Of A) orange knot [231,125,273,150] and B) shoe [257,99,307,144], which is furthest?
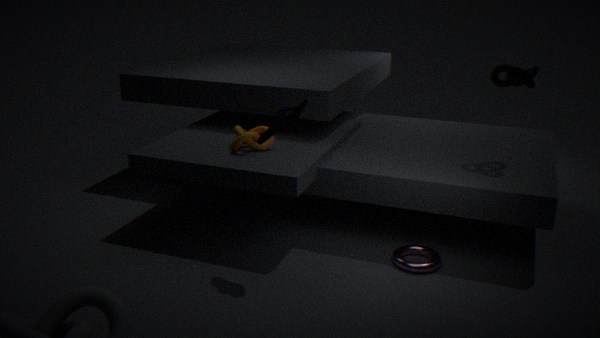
A. orange knot [231,125,273,150]
